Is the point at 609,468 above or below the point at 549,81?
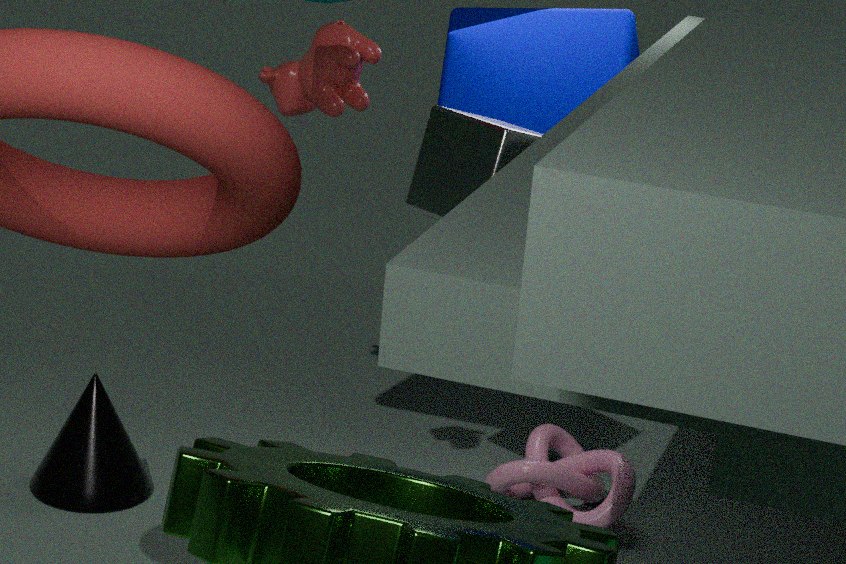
below
